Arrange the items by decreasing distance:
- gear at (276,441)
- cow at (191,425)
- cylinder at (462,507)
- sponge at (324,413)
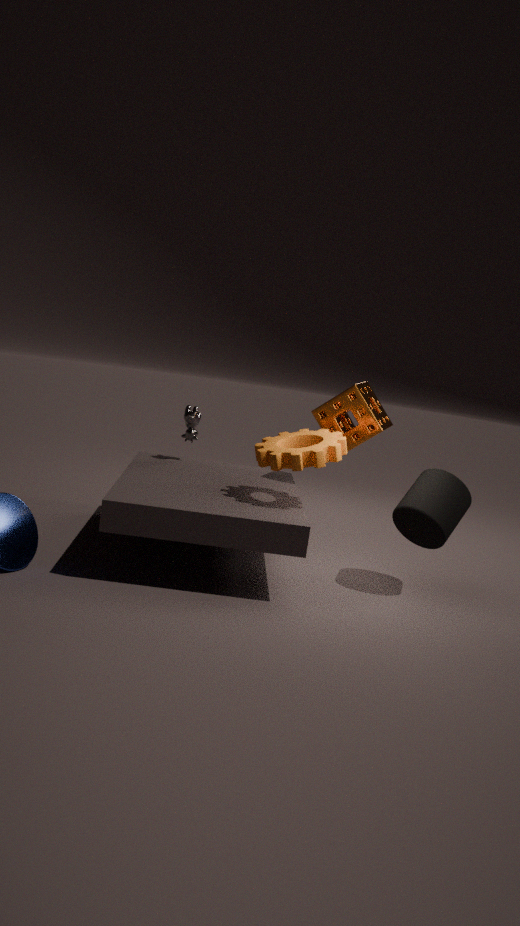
1. cow at (191,425)
2. sponge at (324,413)
3. cylinder at (462,507)
4. gear at (276,441)
